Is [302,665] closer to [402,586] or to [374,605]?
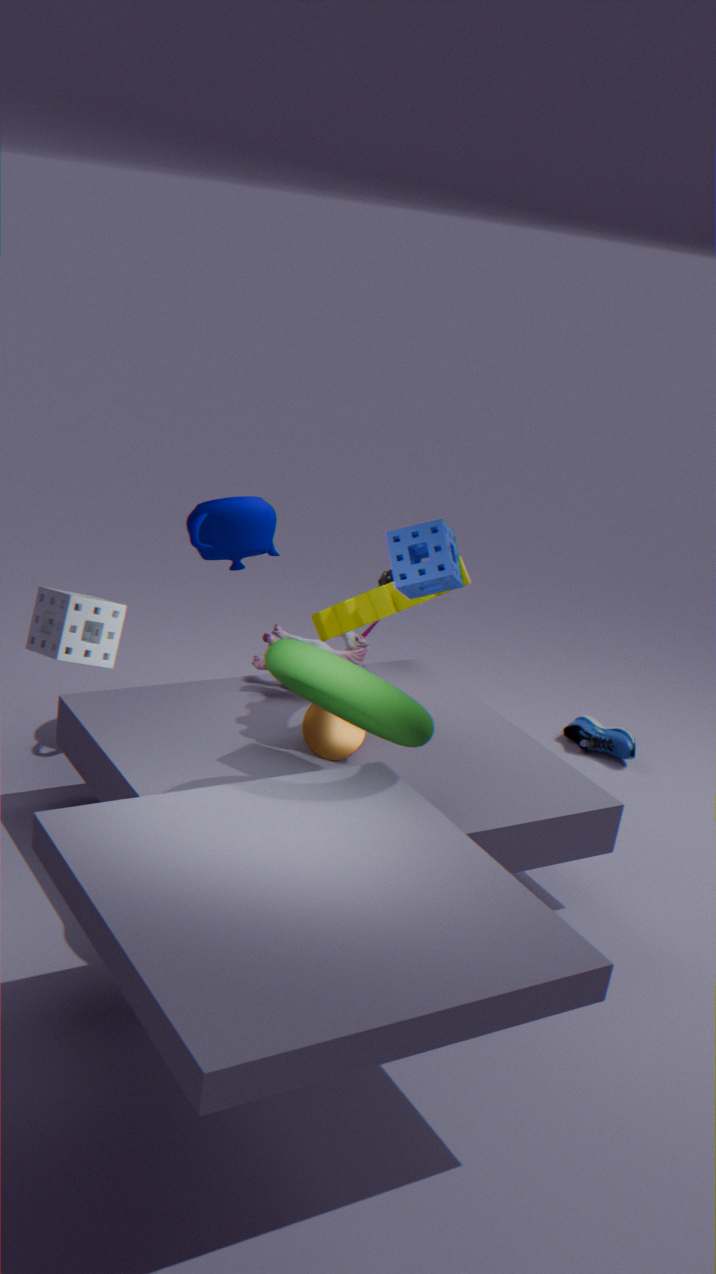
[402,586]
